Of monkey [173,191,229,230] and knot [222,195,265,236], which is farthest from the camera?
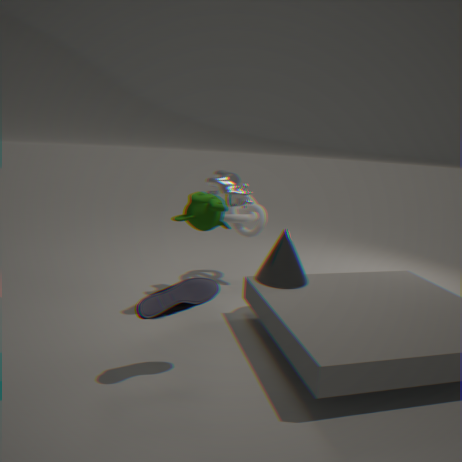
knot [222,195,265,236]
